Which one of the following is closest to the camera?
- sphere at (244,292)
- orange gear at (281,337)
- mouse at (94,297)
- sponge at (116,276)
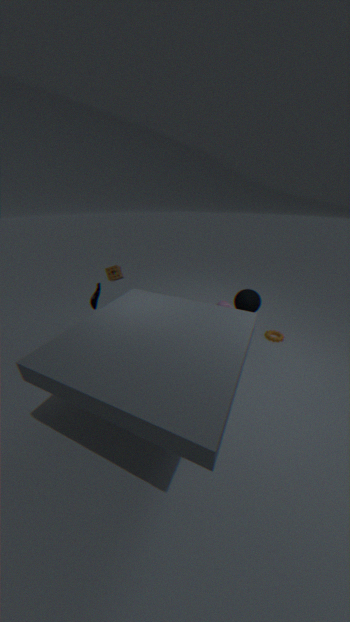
mouse at (94,297)
